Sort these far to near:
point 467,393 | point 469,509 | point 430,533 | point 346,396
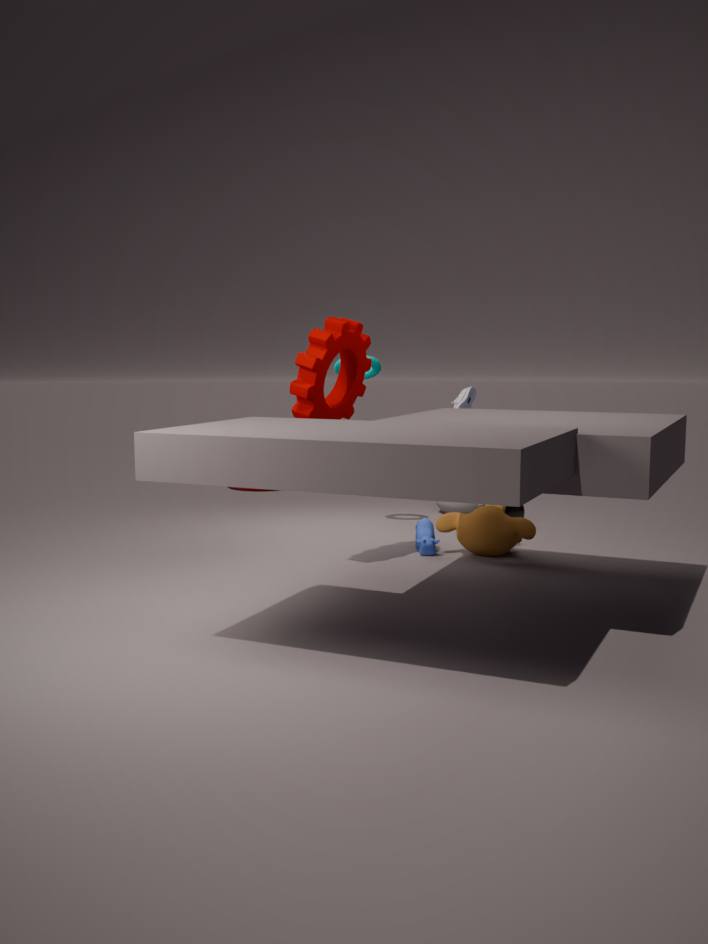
point 469,509, point 467,393, point 430,533, point 346,396
